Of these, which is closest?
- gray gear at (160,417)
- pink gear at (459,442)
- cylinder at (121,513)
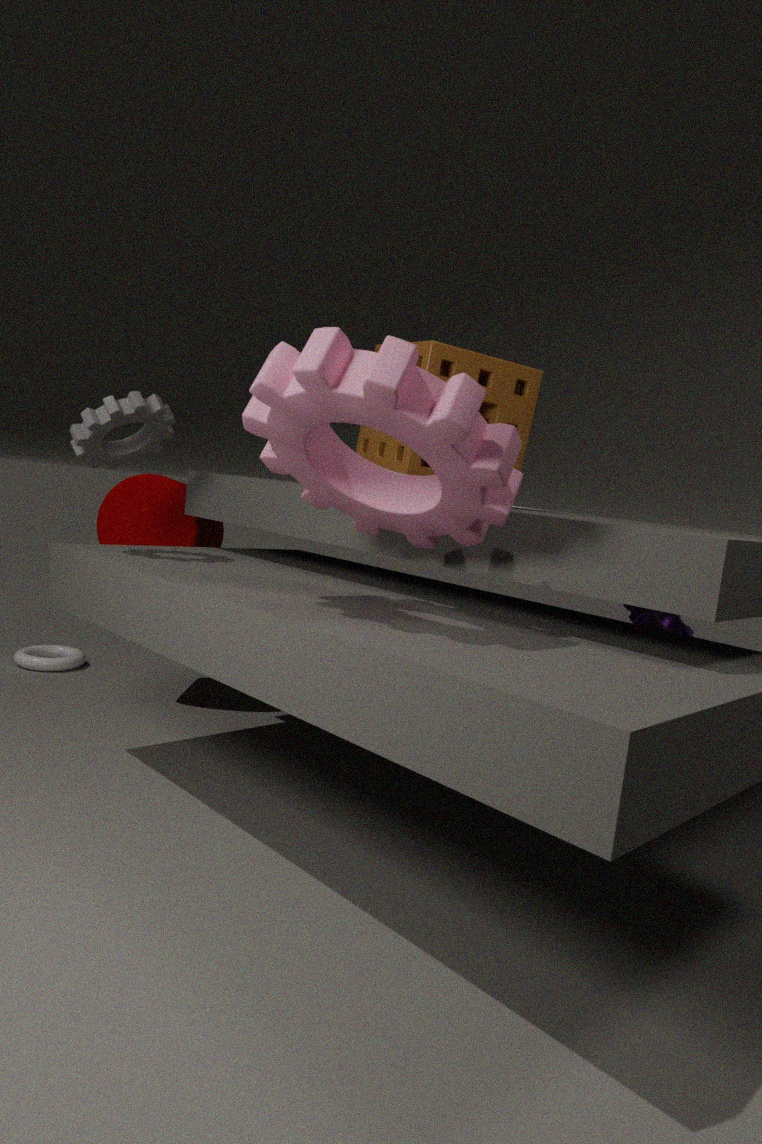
pink gear at (459,442)
